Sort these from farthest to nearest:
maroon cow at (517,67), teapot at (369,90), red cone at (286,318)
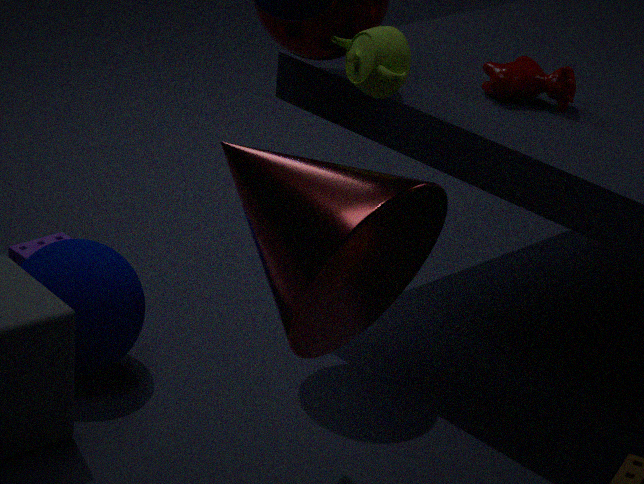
1. maroon cow at (517,67)
2. teapot at (369,90)
3. red cone at (286,318)
